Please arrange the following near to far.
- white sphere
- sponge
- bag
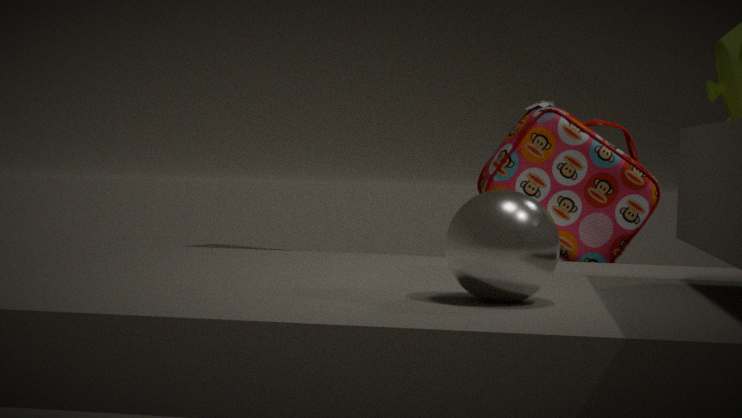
white sphere, bag, sponge
